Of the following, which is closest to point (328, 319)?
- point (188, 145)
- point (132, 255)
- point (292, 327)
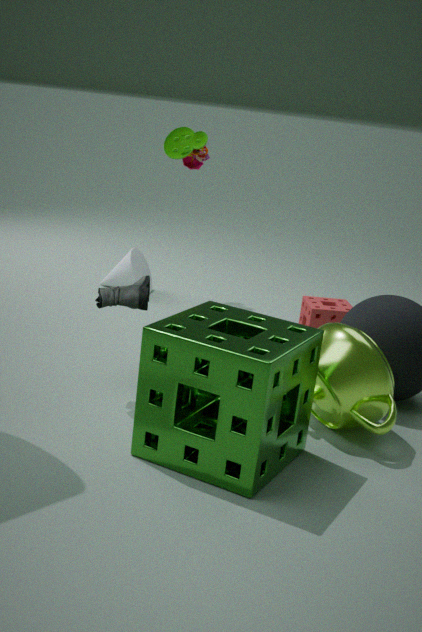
point (132, 255)
